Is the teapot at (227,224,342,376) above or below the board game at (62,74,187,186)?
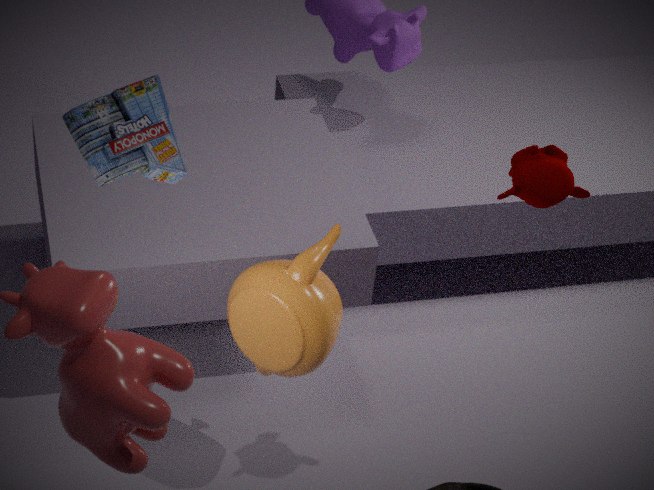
below
